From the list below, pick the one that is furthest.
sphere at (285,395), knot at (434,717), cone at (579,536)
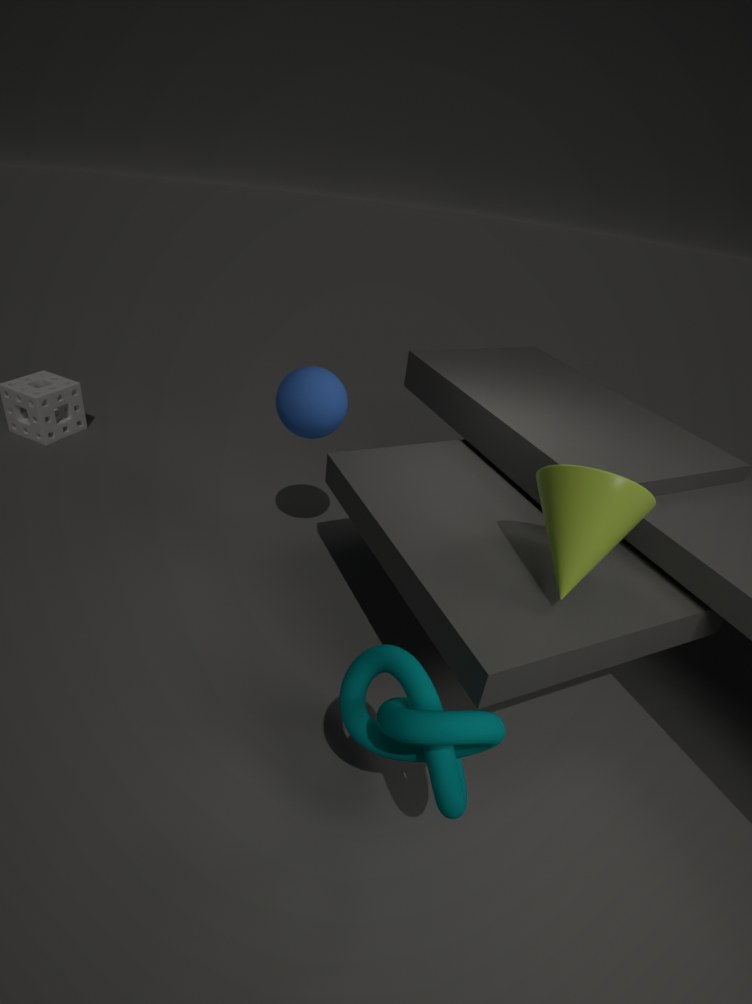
sphere at (285,395)
